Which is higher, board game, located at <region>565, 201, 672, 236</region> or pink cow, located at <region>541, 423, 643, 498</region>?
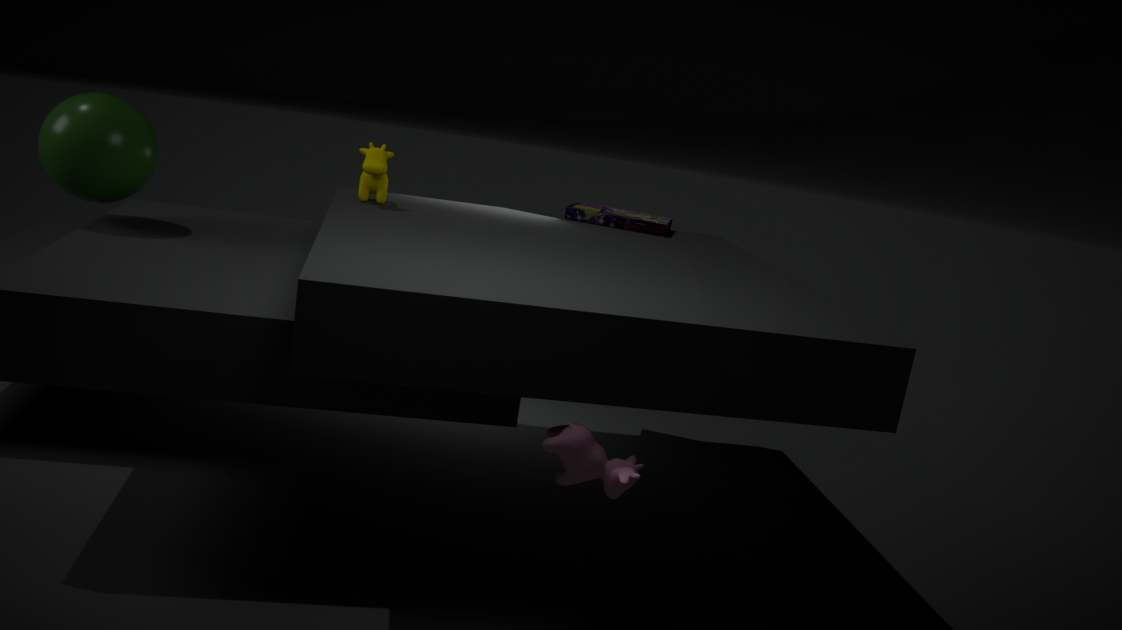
board game, located at <region>565, 201, 672, 236</region>
